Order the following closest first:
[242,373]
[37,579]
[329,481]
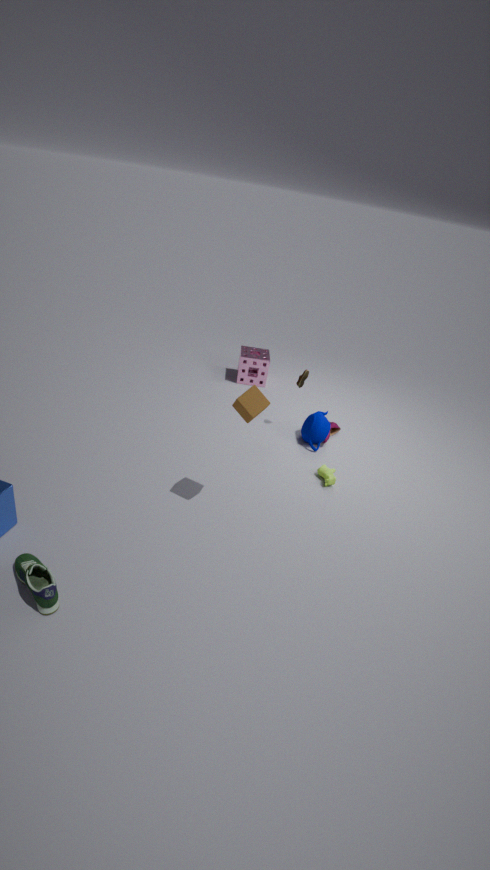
1. [37,579]
2. [329,481]
3. [242,373]
